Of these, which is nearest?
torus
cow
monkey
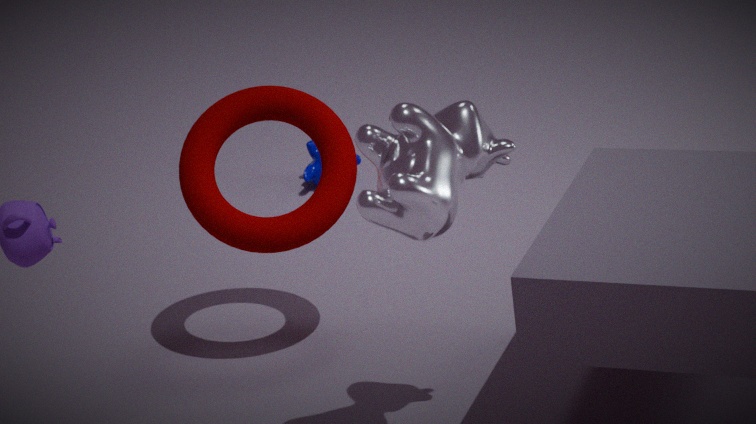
cow
